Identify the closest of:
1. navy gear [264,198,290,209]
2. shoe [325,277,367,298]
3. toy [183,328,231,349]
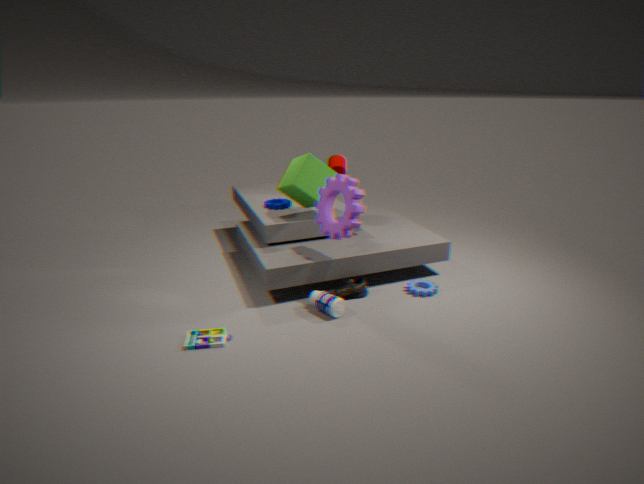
toy [183,328,231,349]
